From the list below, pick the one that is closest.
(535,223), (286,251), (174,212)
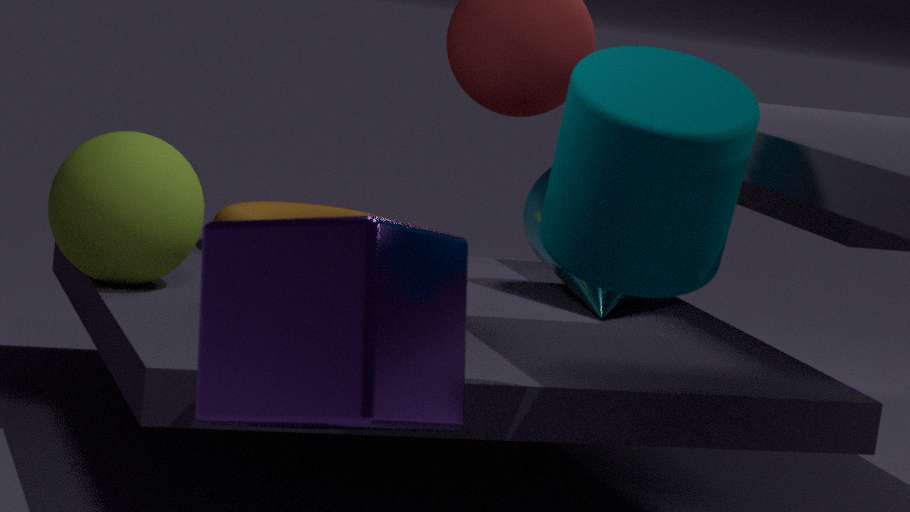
Result: (286,251)
